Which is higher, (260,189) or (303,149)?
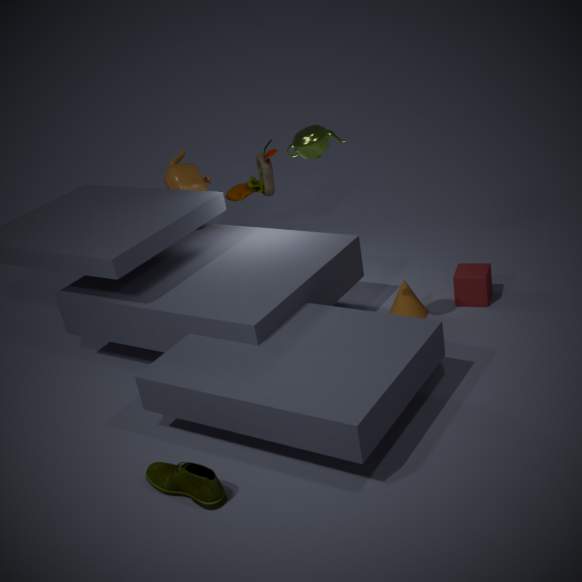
(303,149)
